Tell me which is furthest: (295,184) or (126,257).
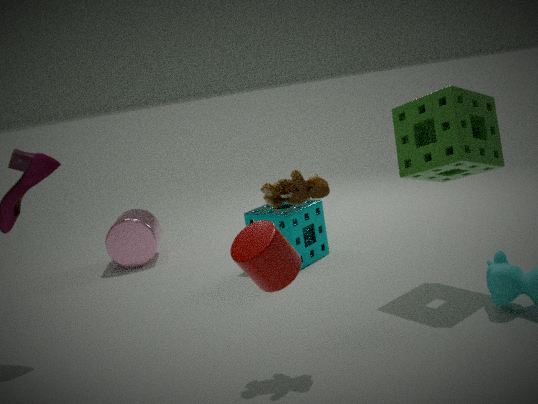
(126,257)
